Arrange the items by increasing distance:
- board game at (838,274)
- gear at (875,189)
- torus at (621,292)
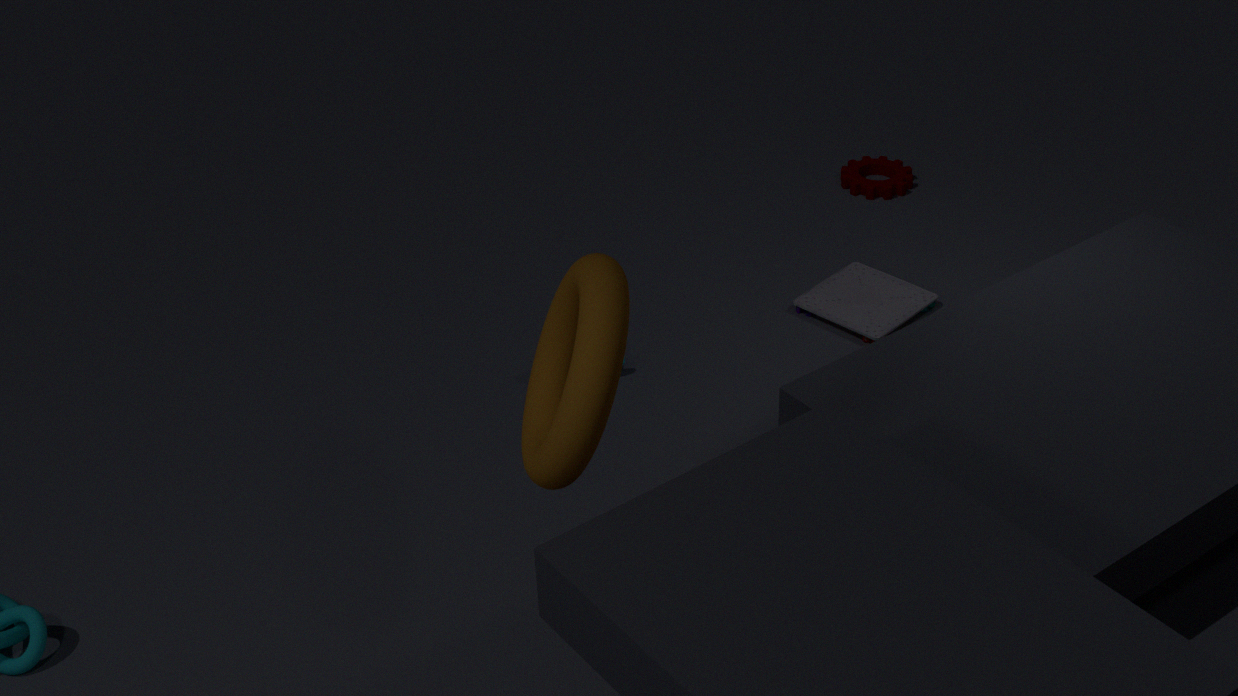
torus at (621,292), board game at (838,274), gear at (875,189)
